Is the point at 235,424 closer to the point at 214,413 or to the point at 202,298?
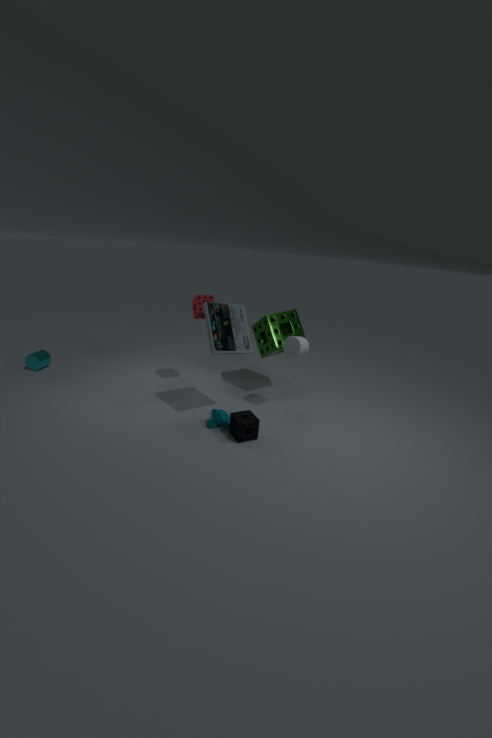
the point at 214,413
